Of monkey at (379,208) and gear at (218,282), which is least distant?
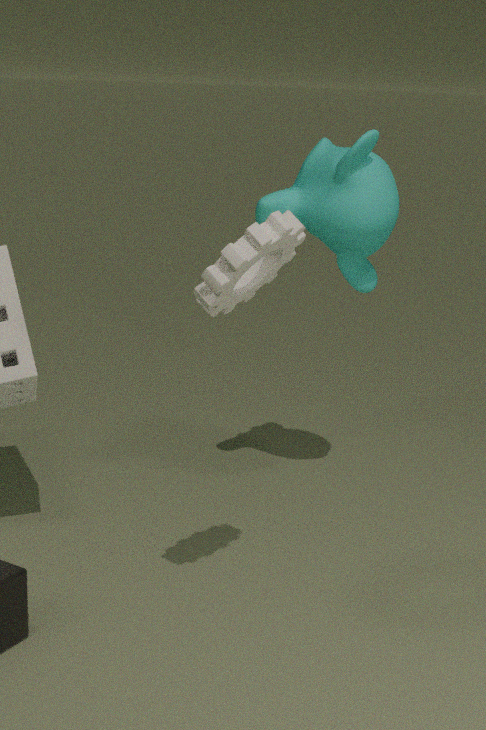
gear at (218,282)
